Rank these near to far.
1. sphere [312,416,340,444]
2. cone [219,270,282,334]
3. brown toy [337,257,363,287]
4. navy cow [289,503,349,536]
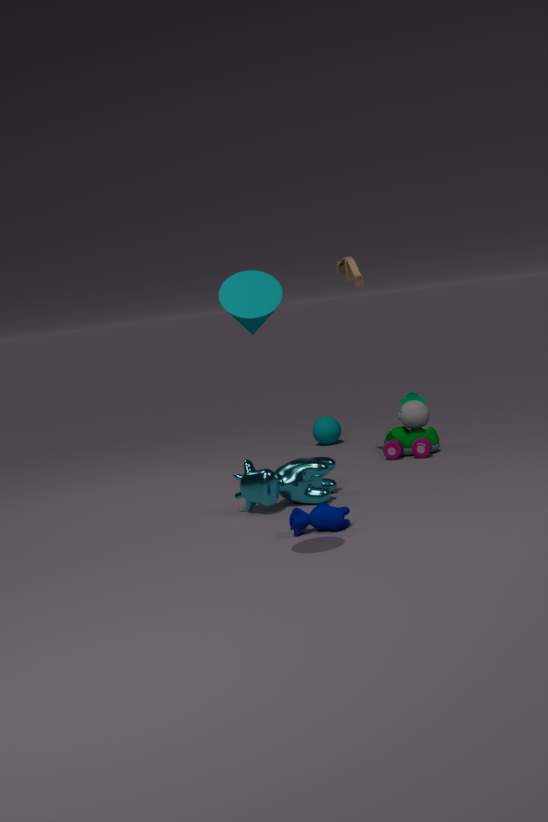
cone [219,270,282,334], navy cow [289,503,349,536], brown toy [337,257,363,287], sphere [312,416,340,444]
